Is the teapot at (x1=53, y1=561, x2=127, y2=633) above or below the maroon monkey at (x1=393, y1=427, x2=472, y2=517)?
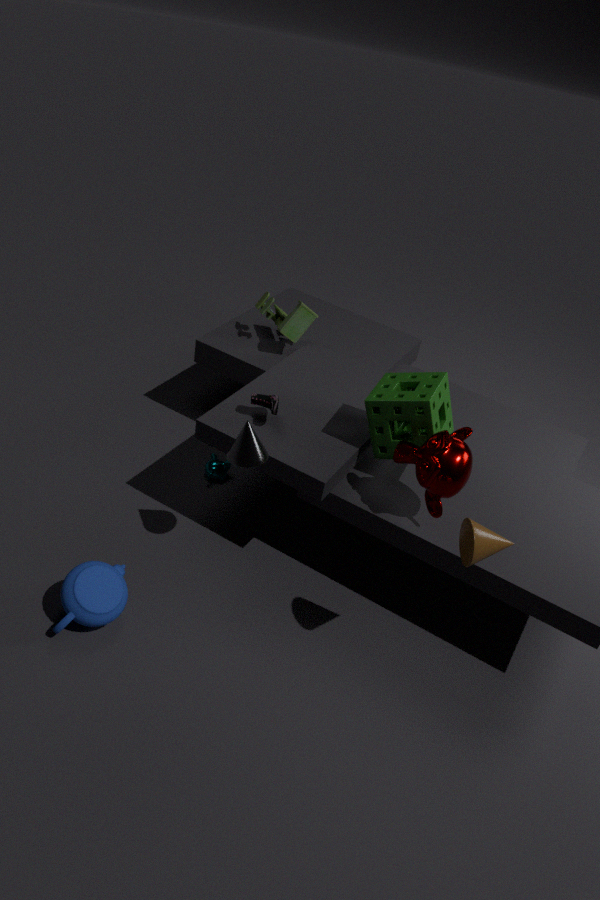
below
